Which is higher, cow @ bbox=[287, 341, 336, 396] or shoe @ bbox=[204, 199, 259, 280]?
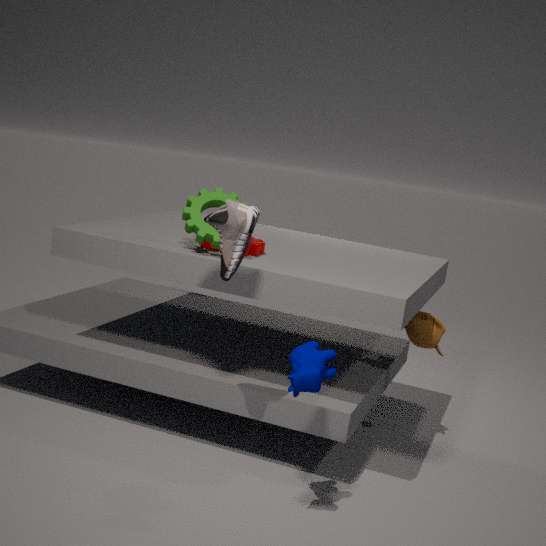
shoe @ bbox=[204, 199, 259, 280]
